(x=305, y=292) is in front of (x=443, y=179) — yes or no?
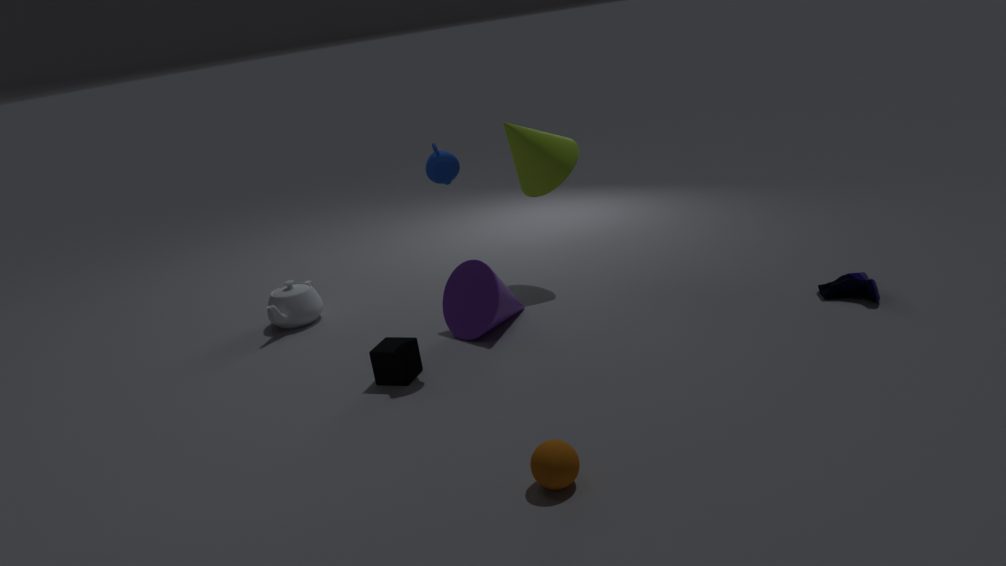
No
